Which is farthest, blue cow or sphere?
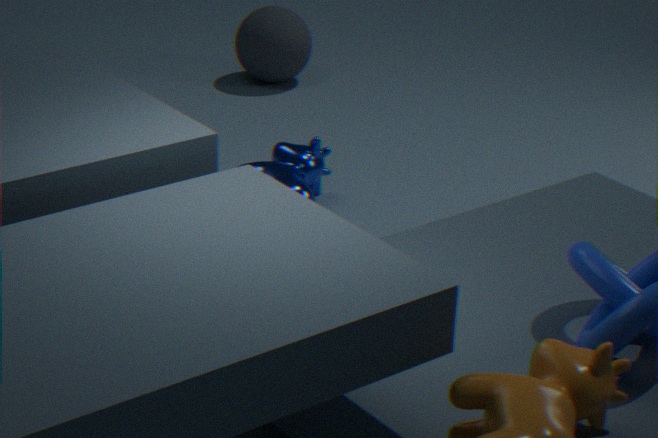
sphere
